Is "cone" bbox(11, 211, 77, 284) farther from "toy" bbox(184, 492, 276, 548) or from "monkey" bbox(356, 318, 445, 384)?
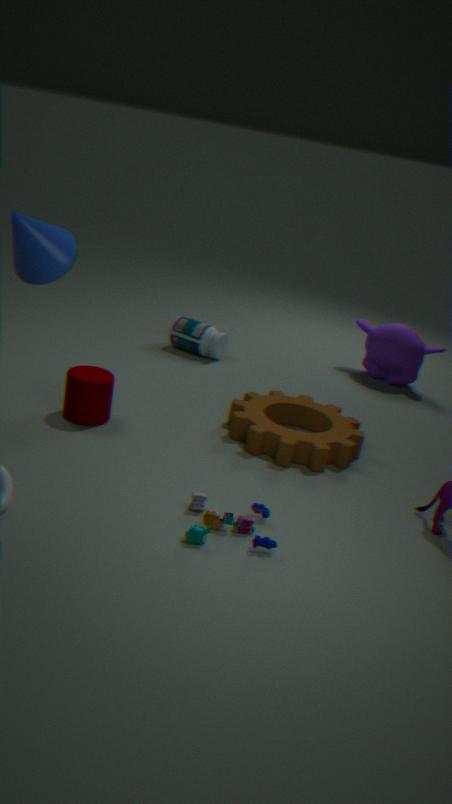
"monkey" bbox(356, 318, 445, 384)
